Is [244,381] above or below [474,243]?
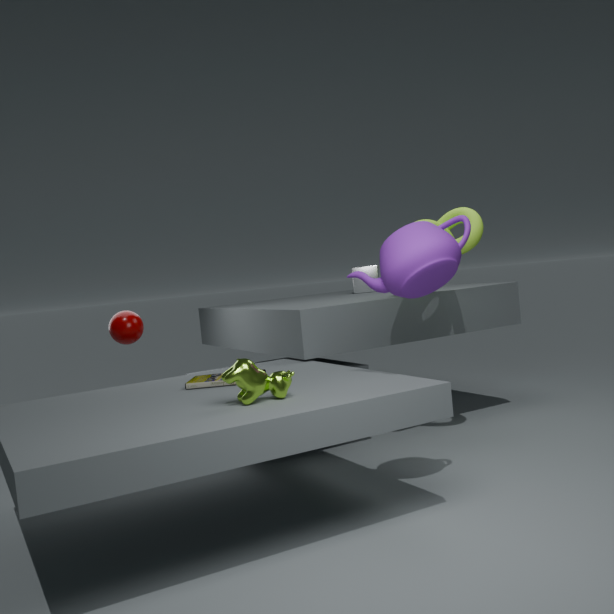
below
